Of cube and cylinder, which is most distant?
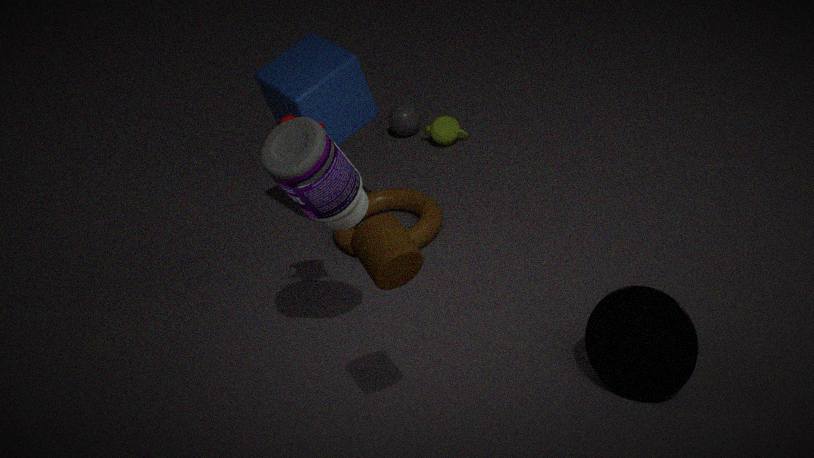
cube
